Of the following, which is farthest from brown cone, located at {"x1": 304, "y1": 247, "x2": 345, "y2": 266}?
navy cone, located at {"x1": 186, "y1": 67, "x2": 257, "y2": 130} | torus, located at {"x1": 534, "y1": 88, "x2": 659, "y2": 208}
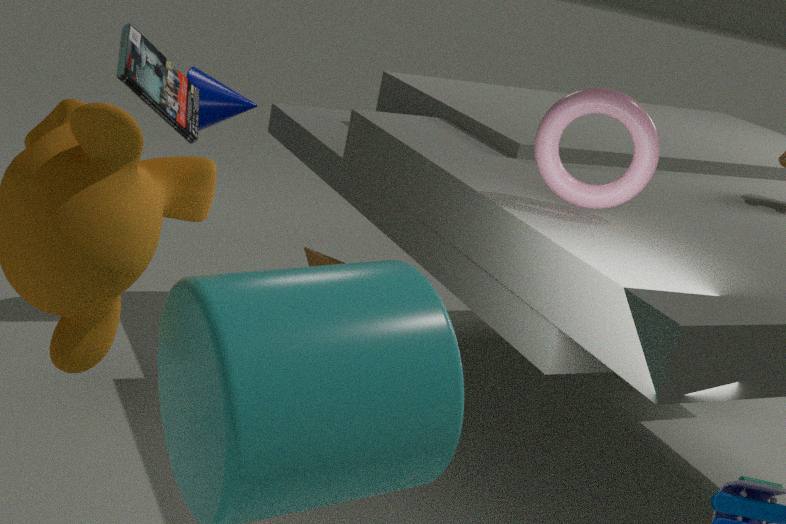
torus, located at {"x1": 534, "y1": 88, "x2": 659, "y2": 208}
